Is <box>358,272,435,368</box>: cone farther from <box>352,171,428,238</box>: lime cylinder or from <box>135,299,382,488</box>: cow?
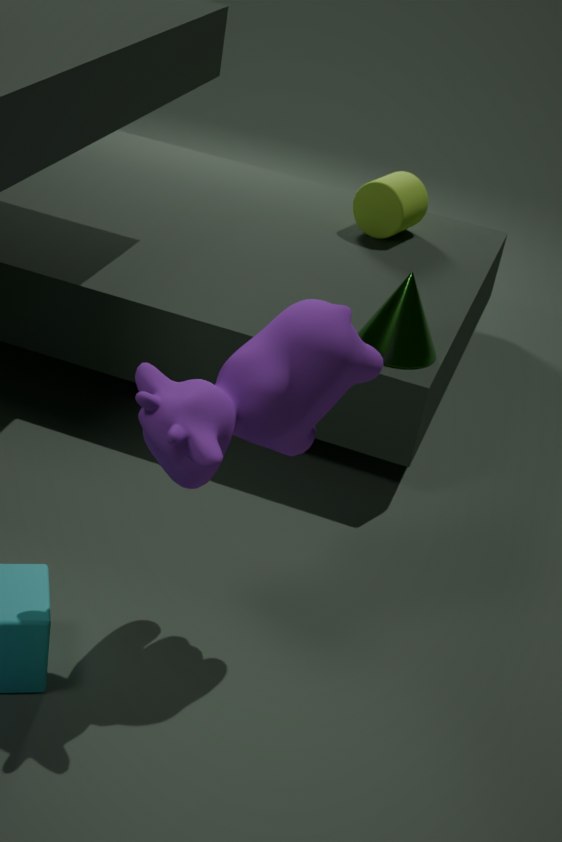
<box>352,171,428,238</box>: lime cylinder
